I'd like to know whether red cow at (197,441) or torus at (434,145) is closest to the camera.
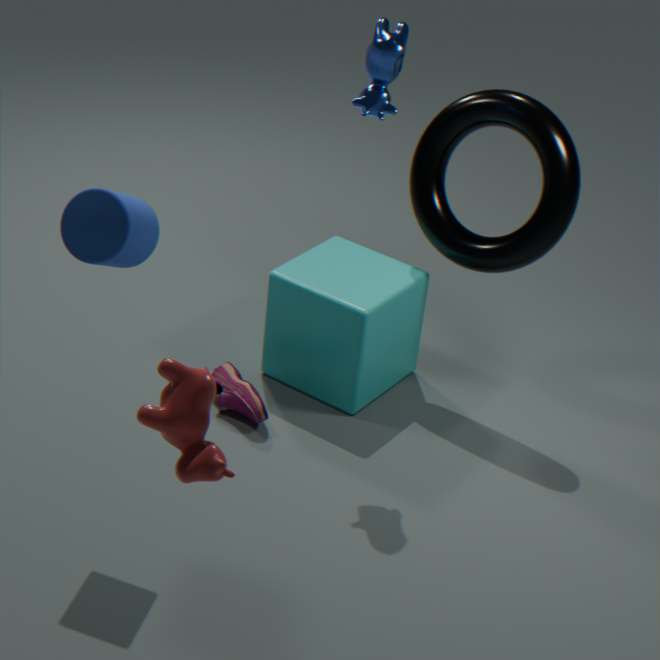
red cow at (197,441)
